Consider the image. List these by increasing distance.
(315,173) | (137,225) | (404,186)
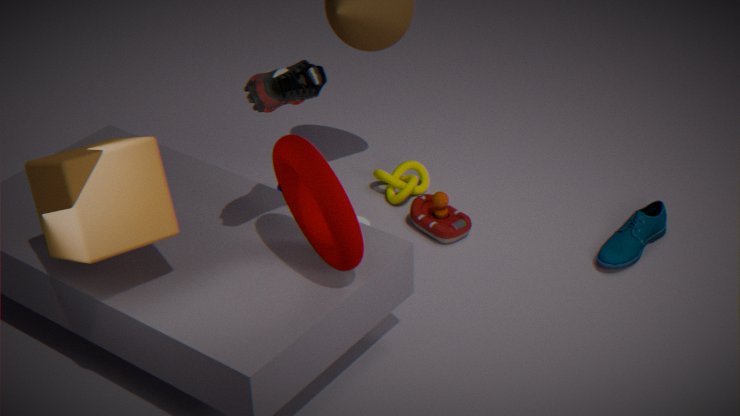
(315,173) < (137,225) < (404,186)
